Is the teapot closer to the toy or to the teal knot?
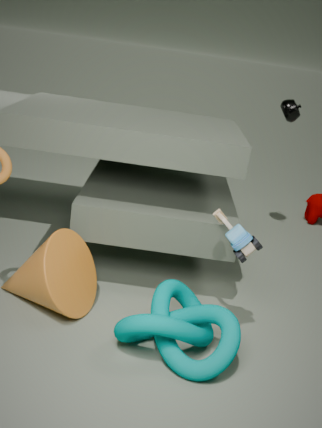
the toy
